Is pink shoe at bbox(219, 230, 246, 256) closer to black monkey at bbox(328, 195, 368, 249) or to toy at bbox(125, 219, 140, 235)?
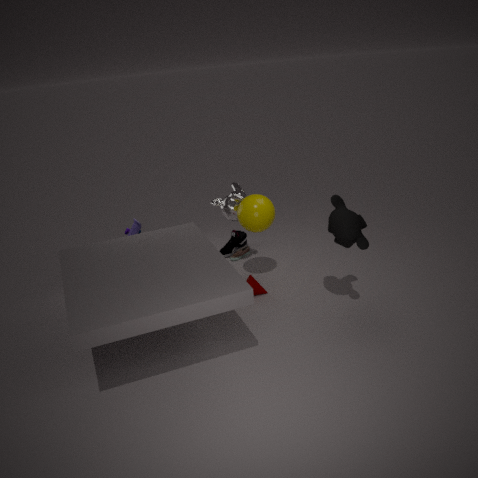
toy at bbox(125, 219, 140, 235)
